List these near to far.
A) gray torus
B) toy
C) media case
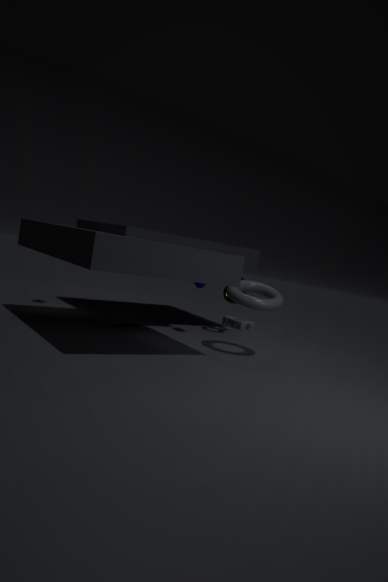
1. gray torus
2. toy
3. media case
